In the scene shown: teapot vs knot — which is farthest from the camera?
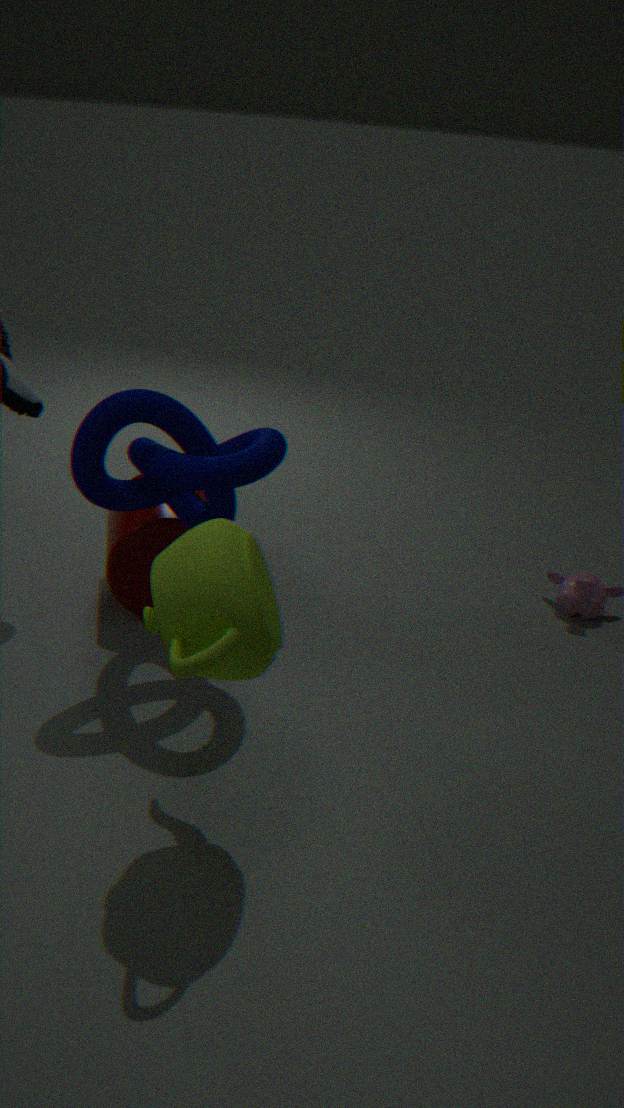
knot
